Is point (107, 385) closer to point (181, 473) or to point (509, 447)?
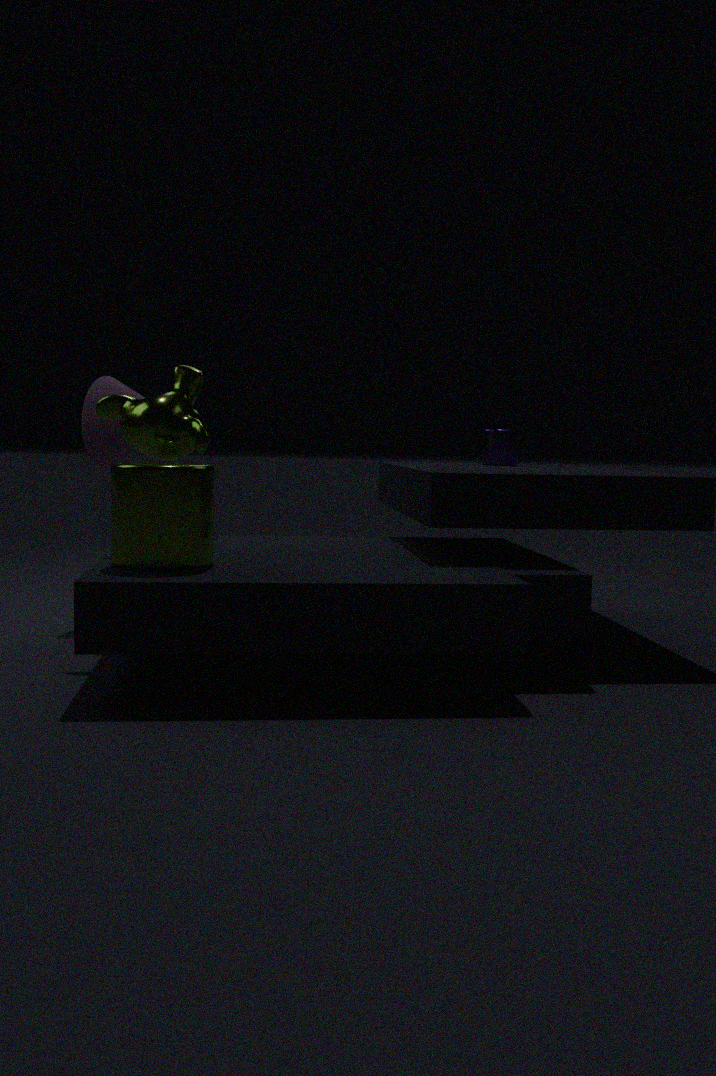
point (181, 473)
